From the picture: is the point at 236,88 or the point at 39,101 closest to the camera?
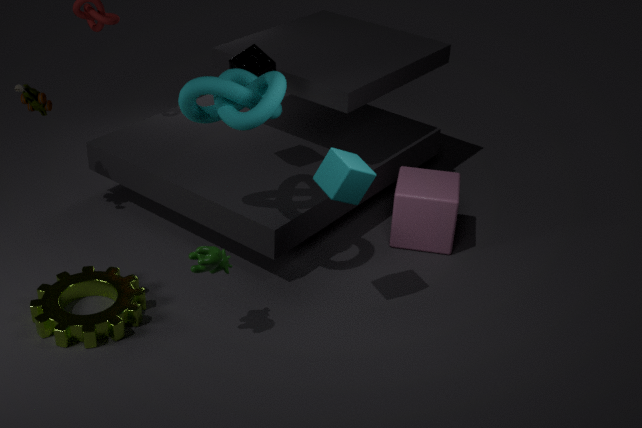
the point at 236,88
